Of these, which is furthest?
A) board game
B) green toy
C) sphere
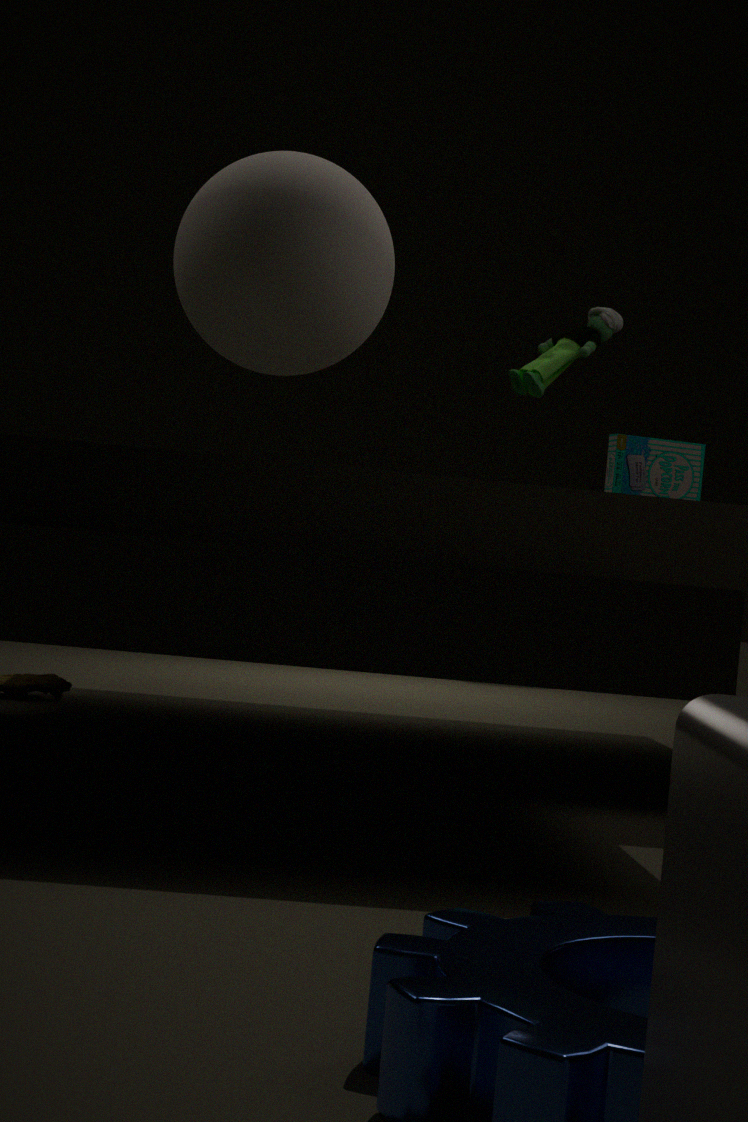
board game
